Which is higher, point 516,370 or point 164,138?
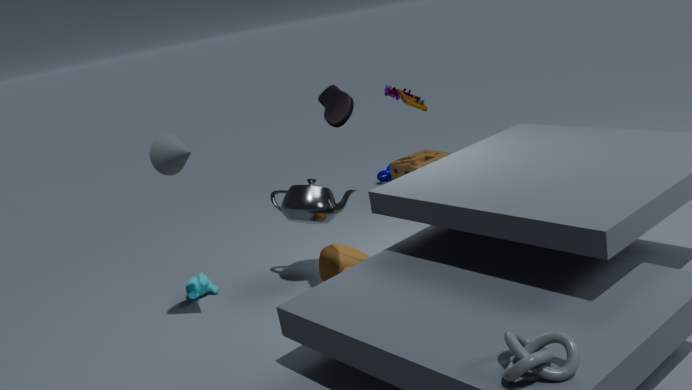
point 164,138
